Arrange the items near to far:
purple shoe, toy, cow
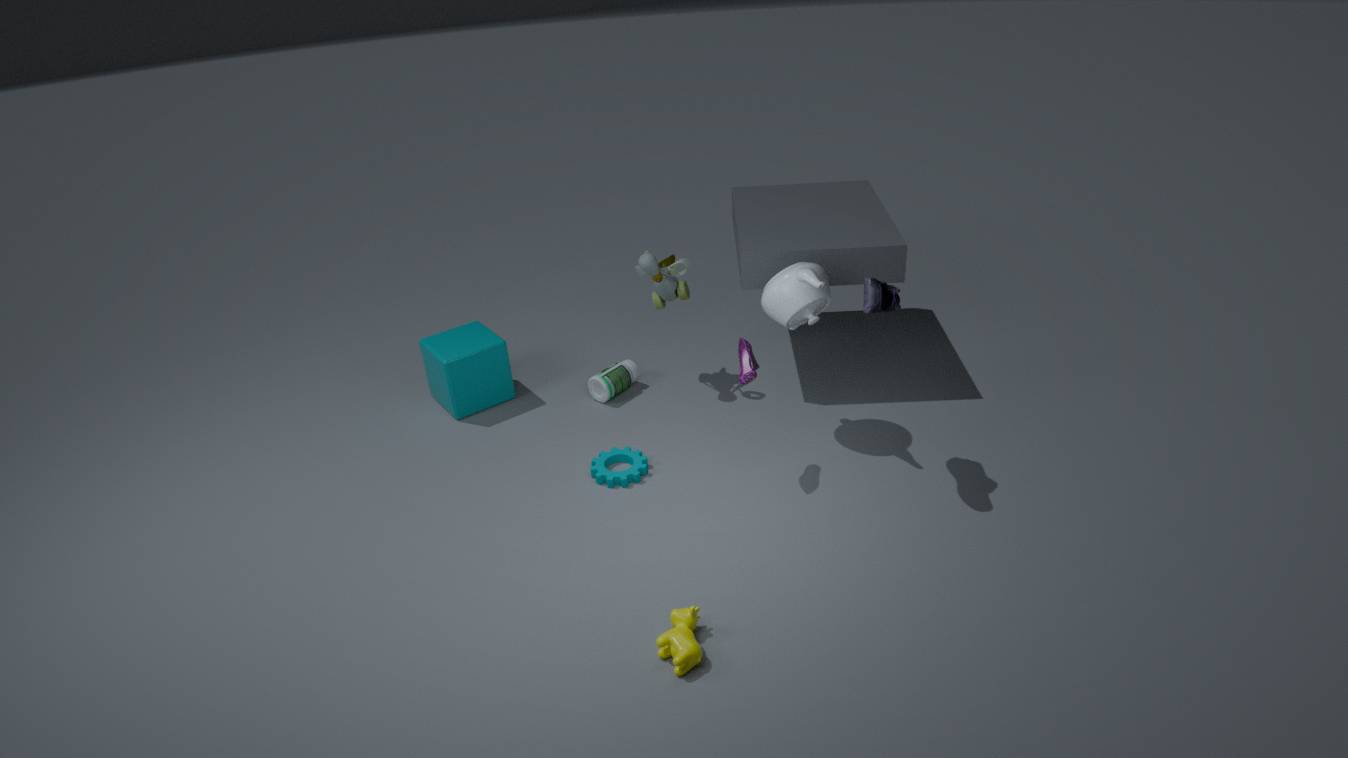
cow < purple shoe < toy
